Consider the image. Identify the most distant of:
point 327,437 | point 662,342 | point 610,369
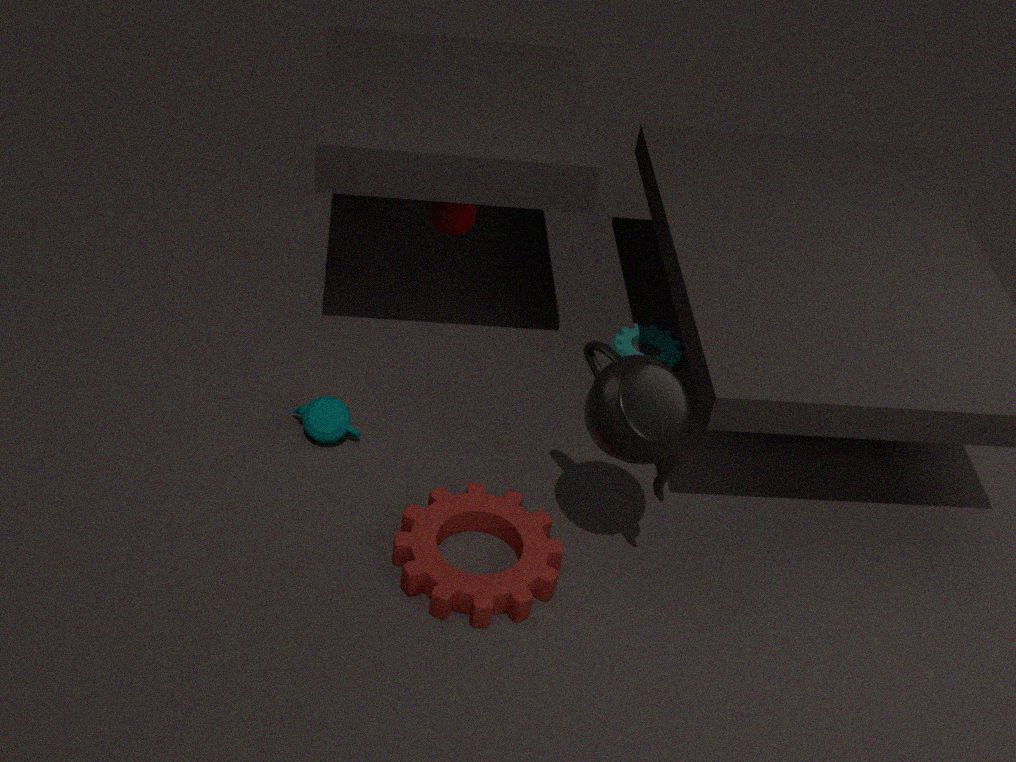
point 662,342
